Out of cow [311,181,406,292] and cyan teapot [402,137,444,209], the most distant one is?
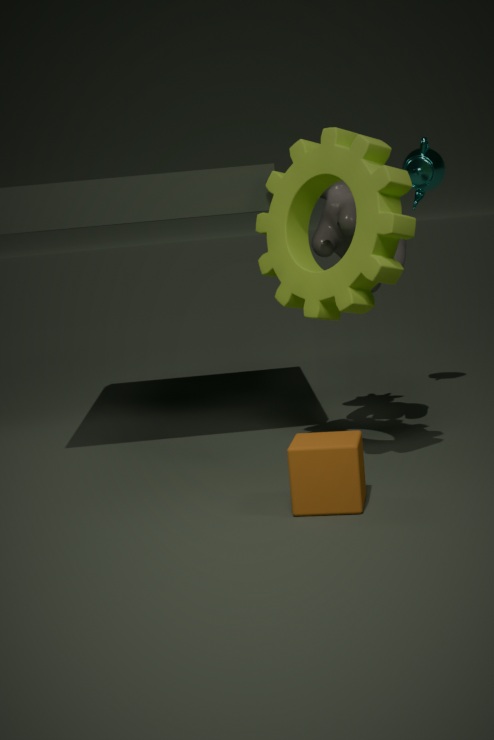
cyan teapot [402,137,444,209]
